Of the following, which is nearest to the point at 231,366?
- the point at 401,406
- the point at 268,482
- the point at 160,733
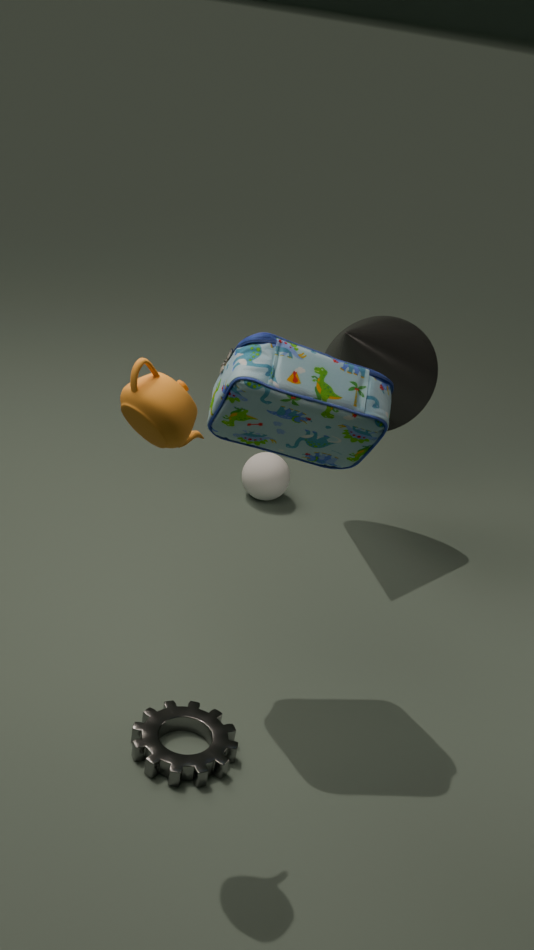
the point at 160,733
